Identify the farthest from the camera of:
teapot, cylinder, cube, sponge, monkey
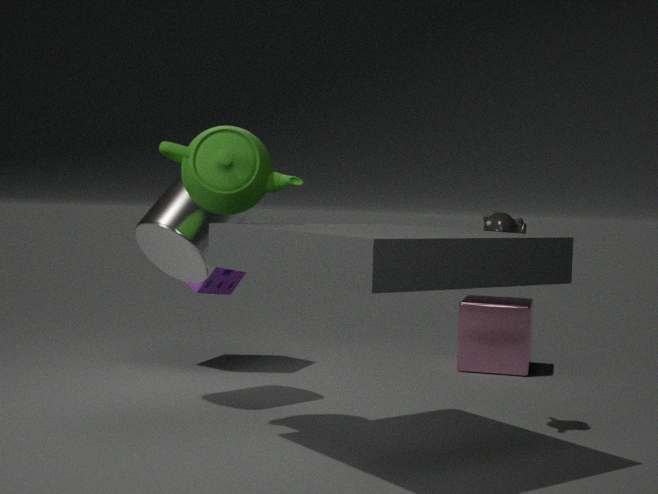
cube
